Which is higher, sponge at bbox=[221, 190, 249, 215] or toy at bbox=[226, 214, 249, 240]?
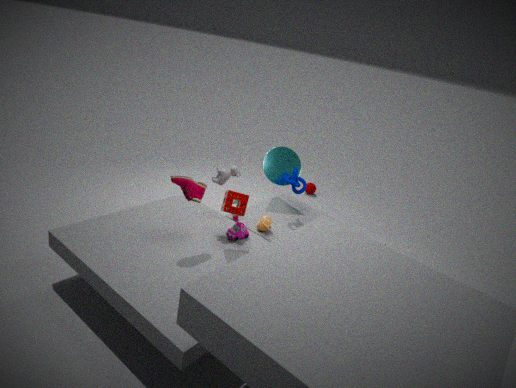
sponge at bbox=[221, 190, 249, 215]
